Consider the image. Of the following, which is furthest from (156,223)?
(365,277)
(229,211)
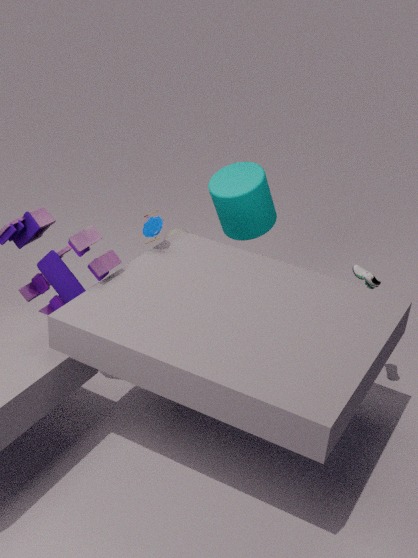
(365,277)
